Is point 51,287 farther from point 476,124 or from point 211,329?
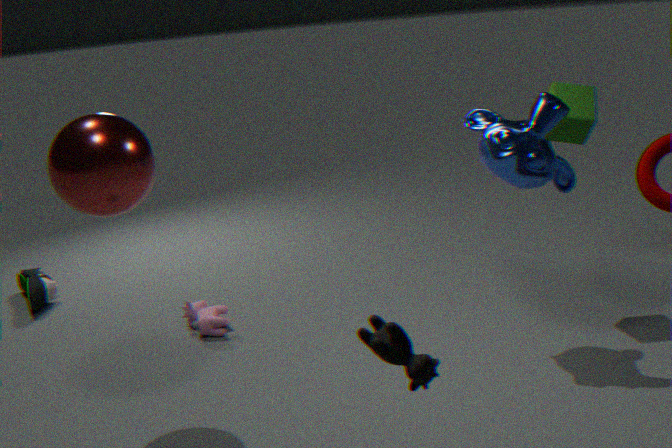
point 476,124
